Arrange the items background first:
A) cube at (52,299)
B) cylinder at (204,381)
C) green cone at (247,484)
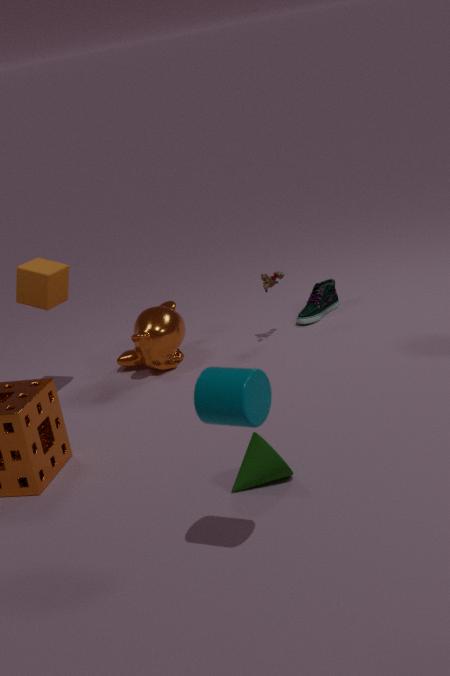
cube at (52,299) → green cone at (247,484) → cylinder at (204,381)
